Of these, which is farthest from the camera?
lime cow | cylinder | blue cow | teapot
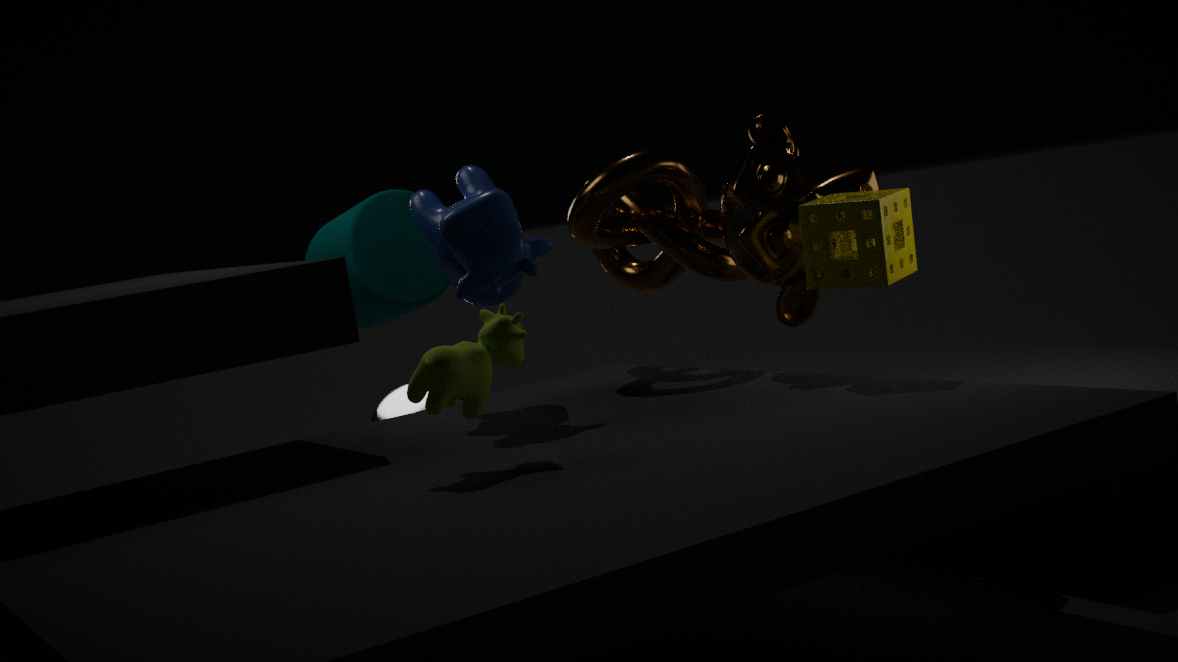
teapot
